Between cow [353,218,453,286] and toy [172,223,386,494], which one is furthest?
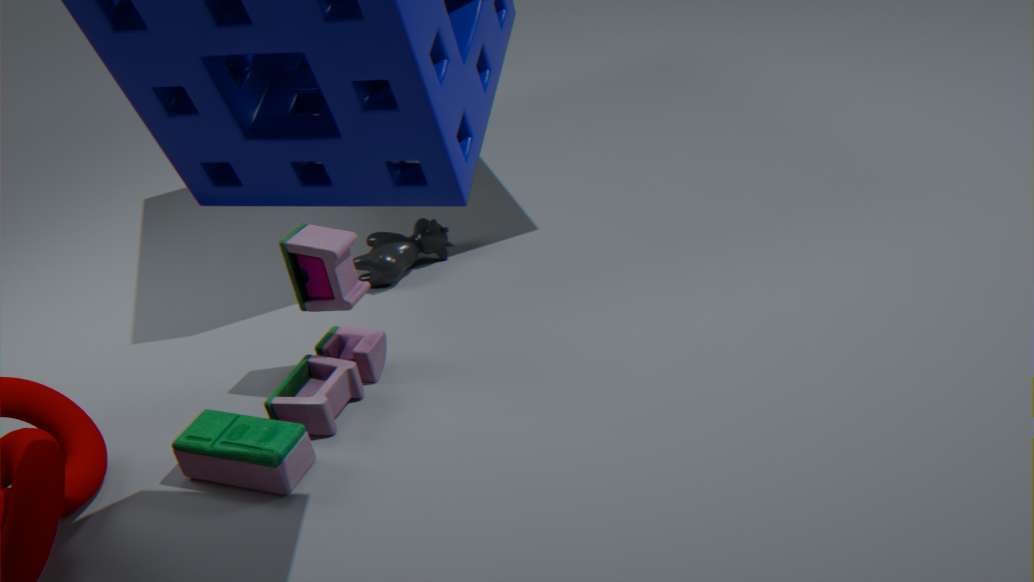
cow [353,218,453,286]
